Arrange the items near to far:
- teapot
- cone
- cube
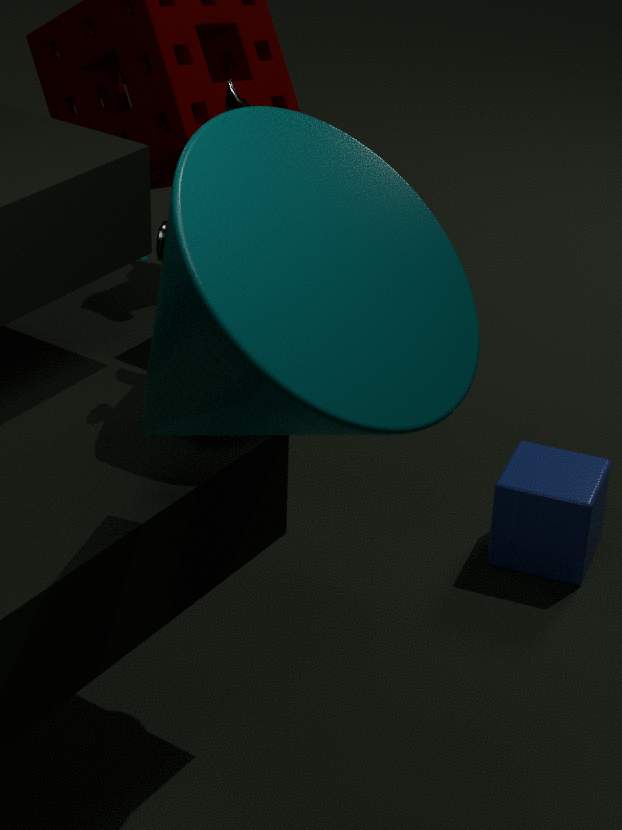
1. cone
2. teapot
3. cube
